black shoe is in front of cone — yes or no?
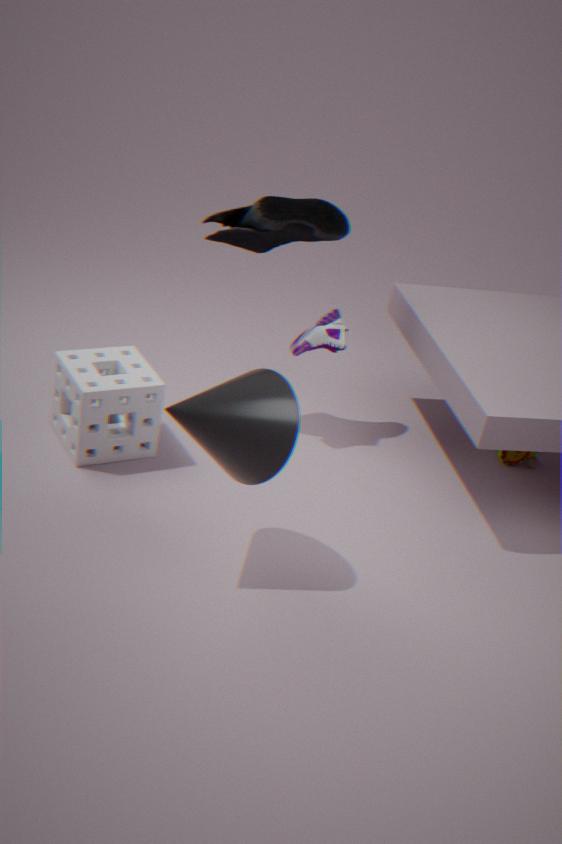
No
